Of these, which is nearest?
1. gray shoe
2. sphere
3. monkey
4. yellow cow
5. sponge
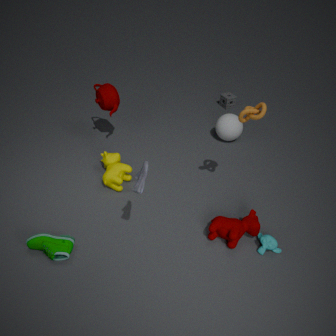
gray shoe
